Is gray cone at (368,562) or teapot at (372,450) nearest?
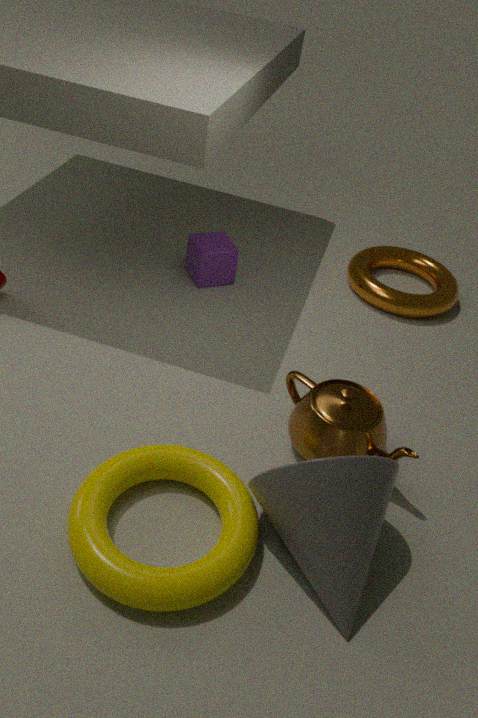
gray cone at (368,562)
